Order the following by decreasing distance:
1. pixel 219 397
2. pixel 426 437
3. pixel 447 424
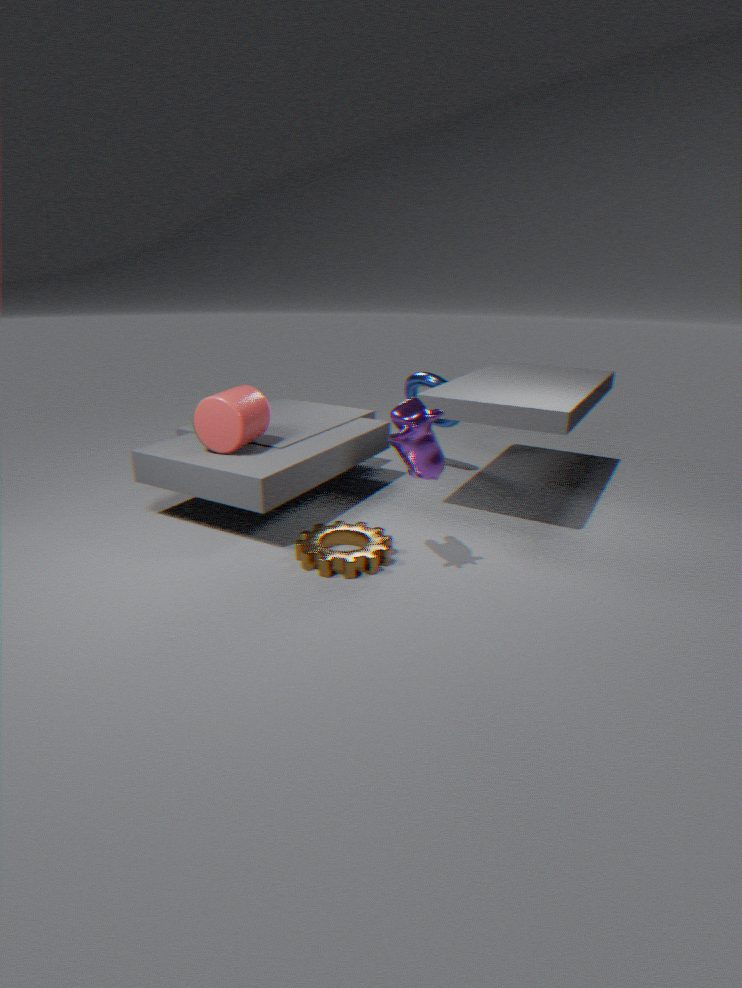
1. pixel 447 424
2. pixel 219 397
3. pixel 426 437
